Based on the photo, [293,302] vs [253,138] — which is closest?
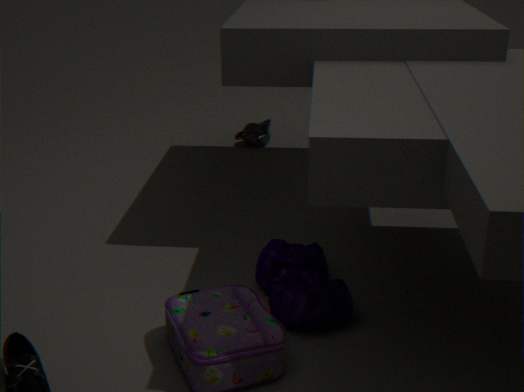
[293,302]
